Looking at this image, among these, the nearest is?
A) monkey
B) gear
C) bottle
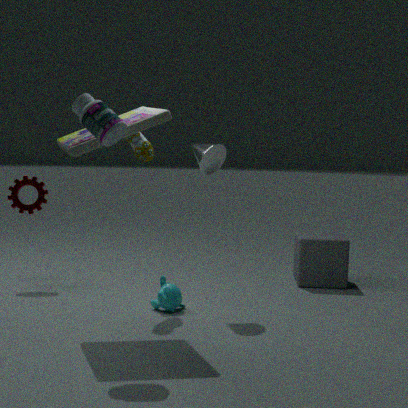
bottle
